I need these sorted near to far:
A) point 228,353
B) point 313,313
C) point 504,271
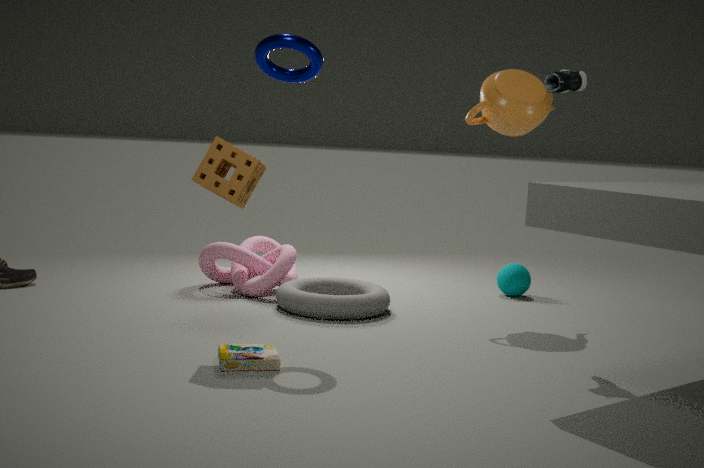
point 228,353, point 313,313, point 504,271
